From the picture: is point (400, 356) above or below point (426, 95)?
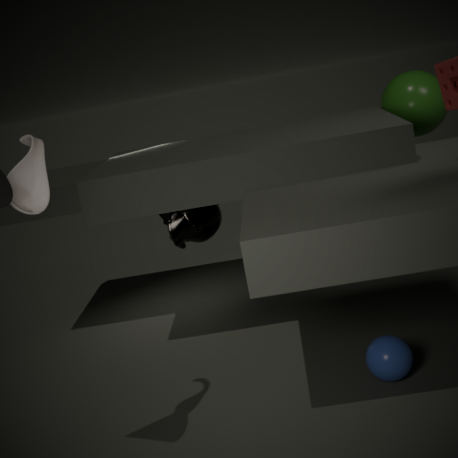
below
